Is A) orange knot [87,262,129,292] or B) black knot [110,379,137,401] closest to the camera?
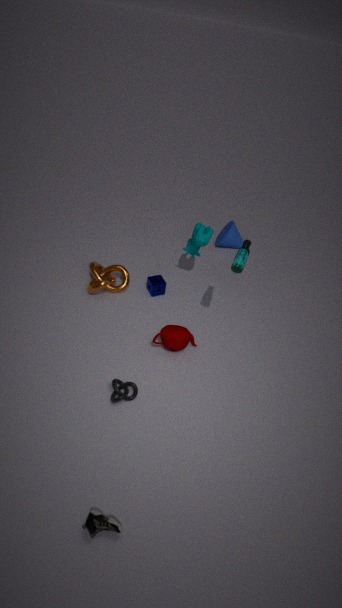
B. black knot [110,379,137,401]
